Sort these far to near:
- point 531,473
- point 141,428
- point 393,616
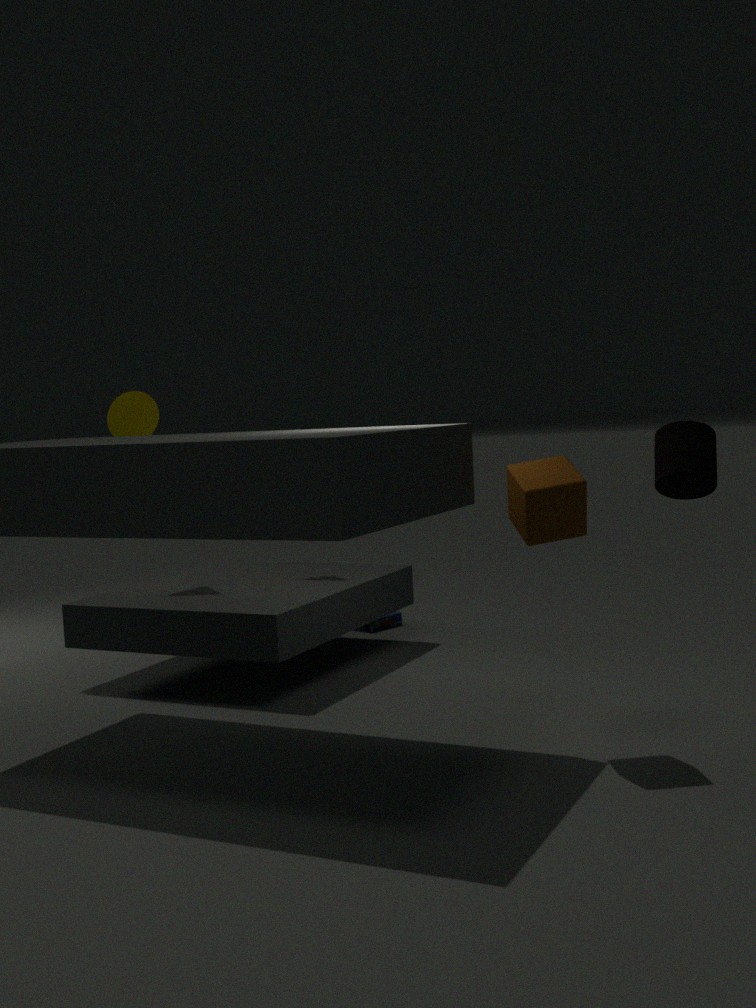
point 393,616, point 141,428, point 531,473
